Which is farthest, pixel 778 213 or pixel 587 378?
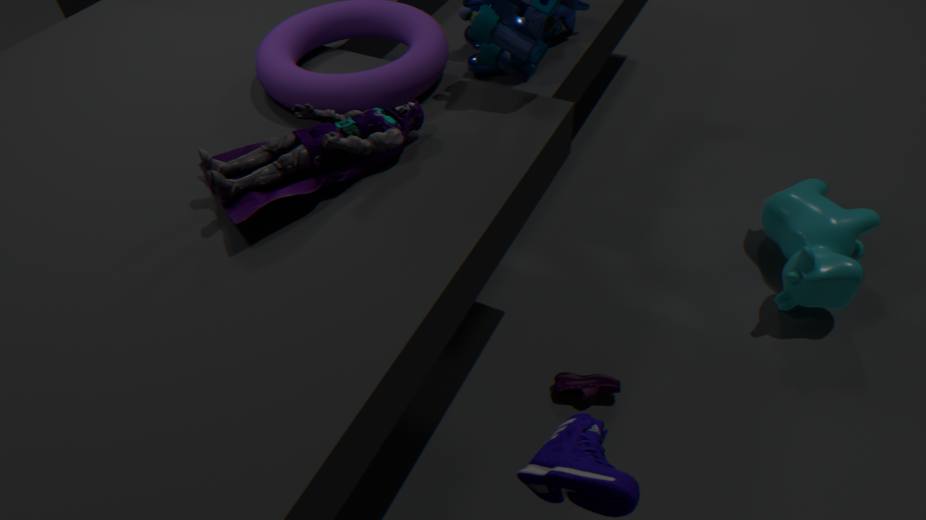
pixel 778 213
